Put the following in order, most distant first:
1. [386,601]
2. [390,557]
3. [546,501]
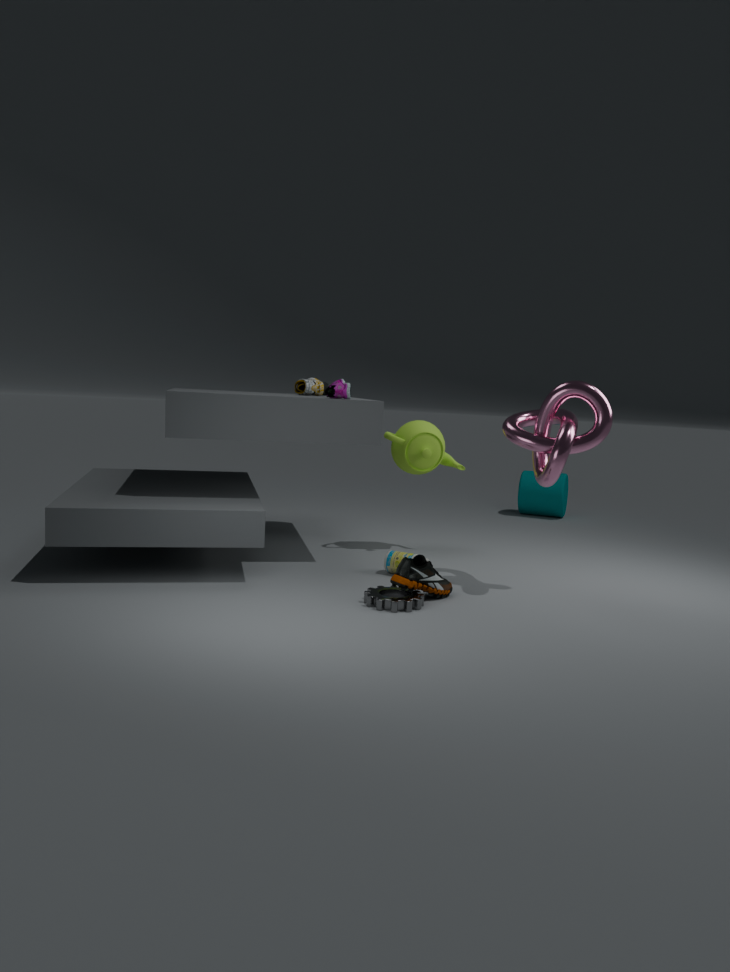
[546,501]
[390,557]
[386,601]
